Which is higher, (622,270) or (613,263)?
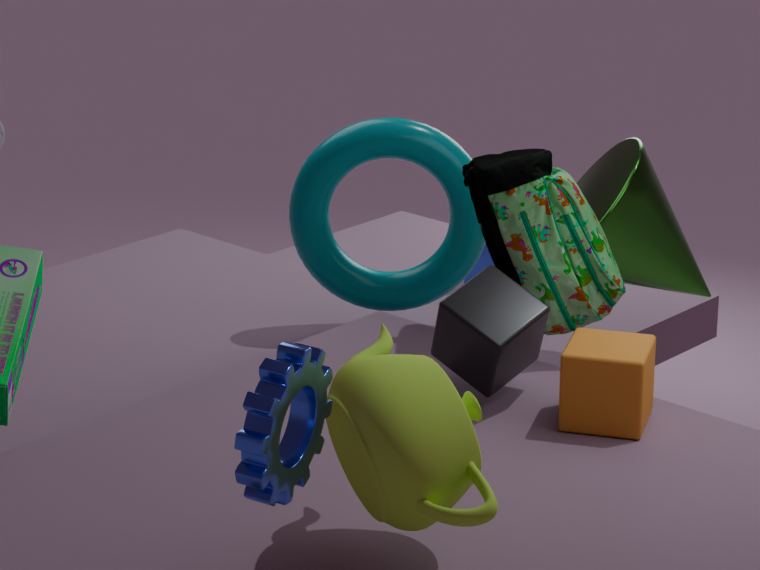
(613,263)
